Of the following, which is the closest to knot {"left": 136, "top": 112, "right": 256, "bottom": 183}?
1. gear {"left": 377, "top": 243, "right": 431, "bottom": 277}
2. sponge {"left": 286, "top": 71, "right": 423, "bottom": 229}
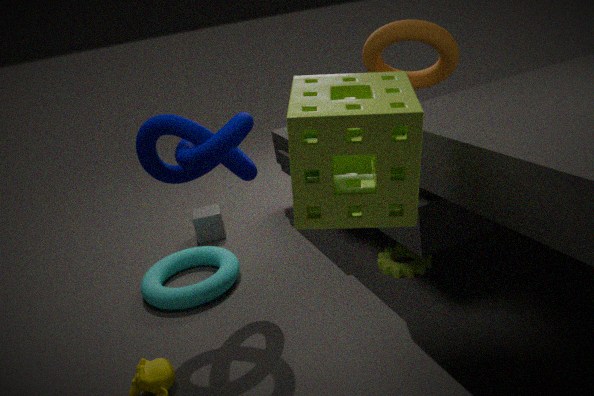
sponge {"left": 286, "top": 71, "right": 423, "bottom": 229}
